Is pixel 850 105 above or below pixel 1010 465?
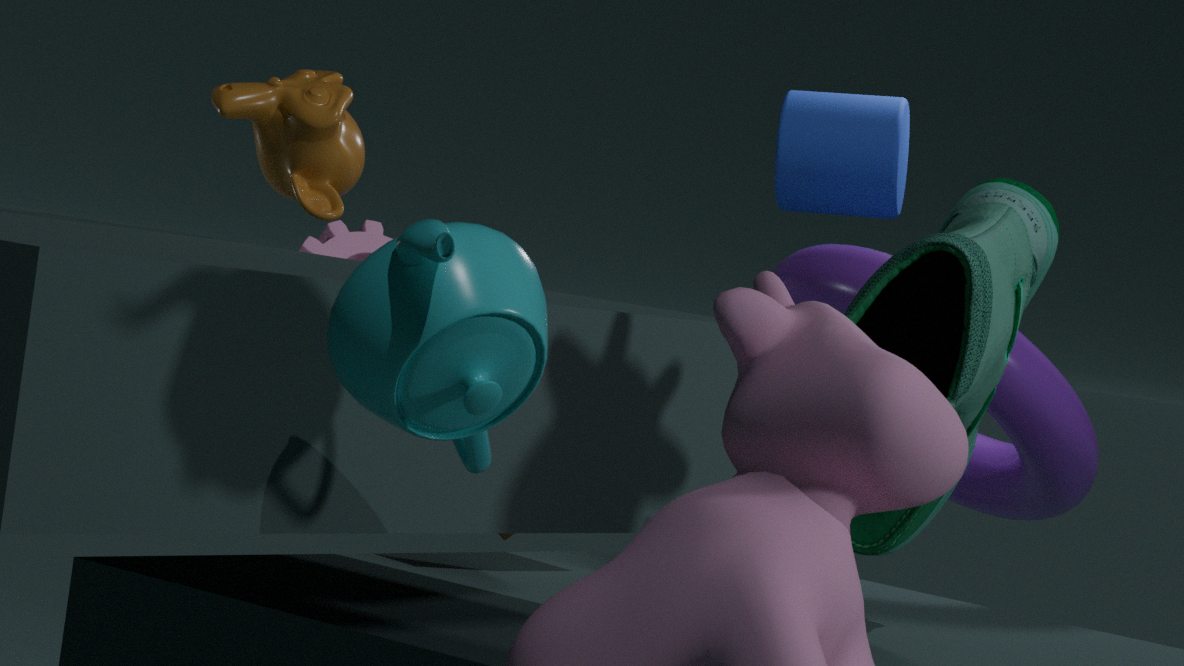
above
